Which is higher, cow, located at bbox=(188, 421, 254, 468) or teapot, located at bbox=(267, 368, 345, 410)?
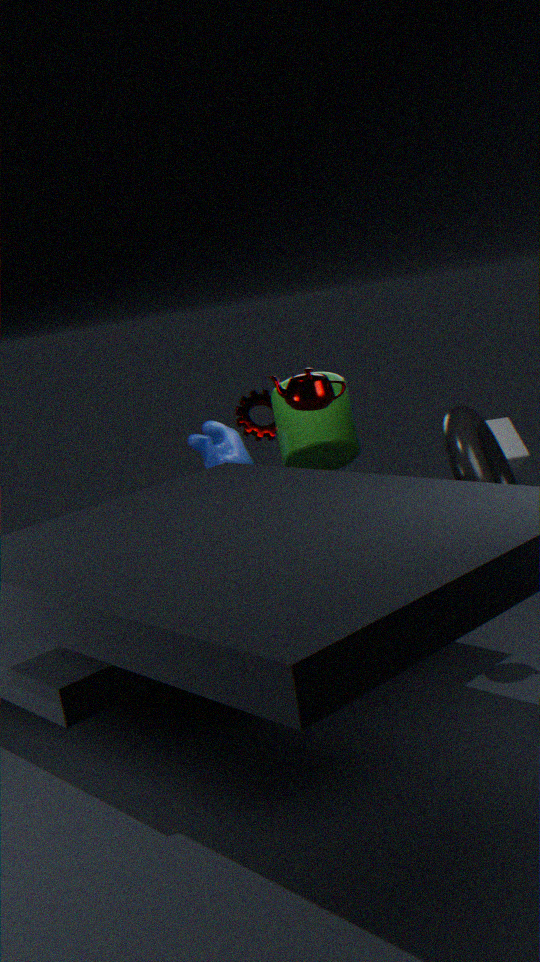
teapot, located at bbox=(267, 368, 345, 410)
